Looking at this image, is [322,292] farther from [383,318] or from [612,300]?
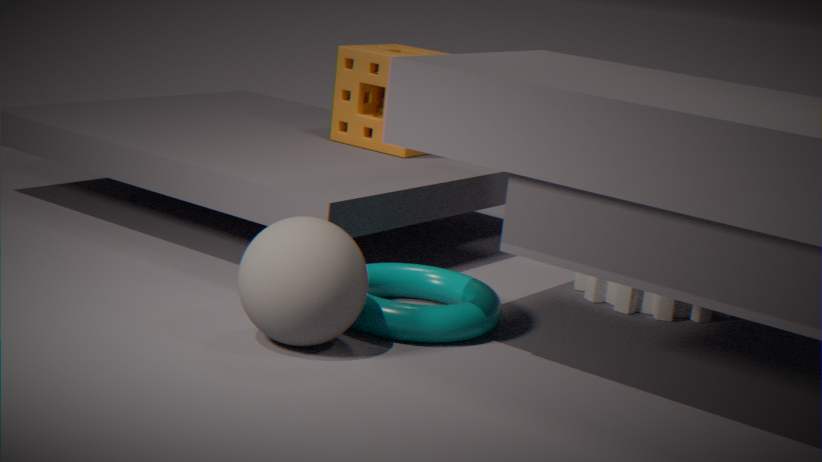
[612,300]
